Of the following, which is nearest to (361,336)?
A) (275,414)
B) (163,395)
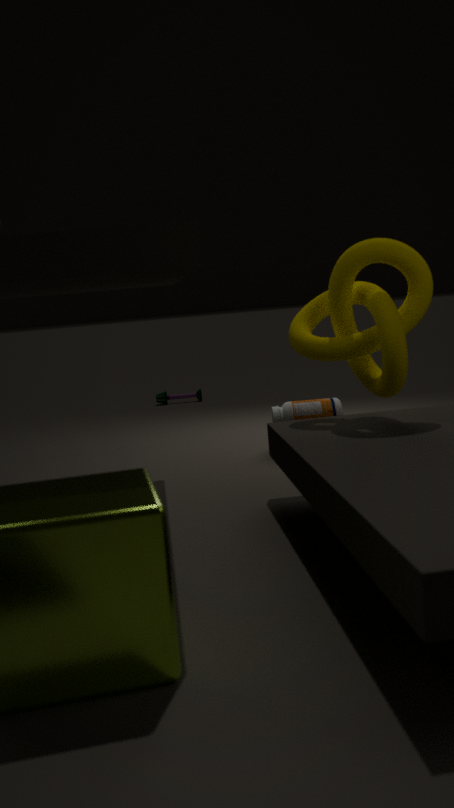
(275,414)
